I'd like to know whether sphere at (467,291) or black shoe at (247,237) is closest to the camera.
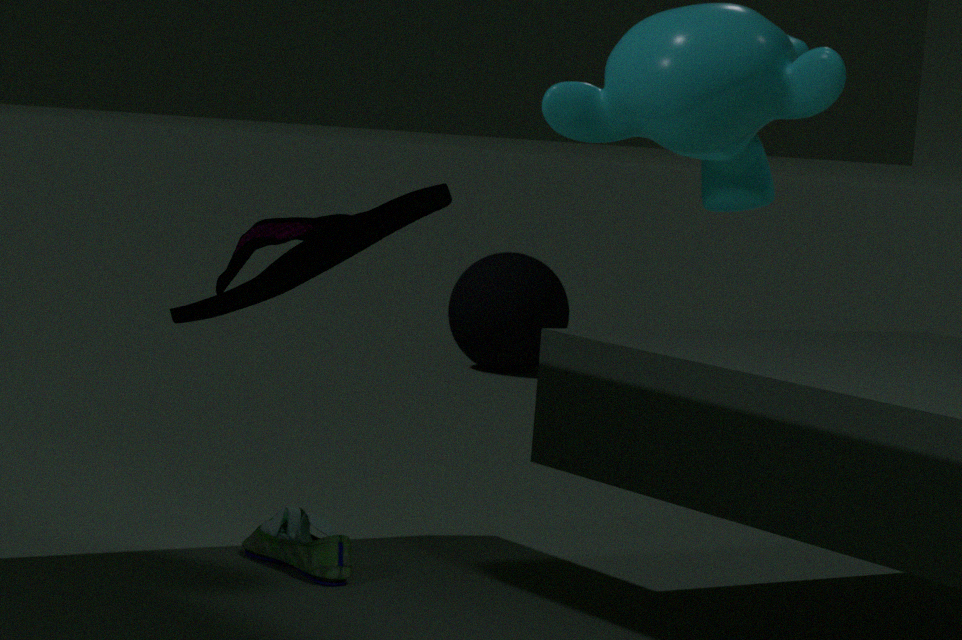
black shoe at (247,237)
